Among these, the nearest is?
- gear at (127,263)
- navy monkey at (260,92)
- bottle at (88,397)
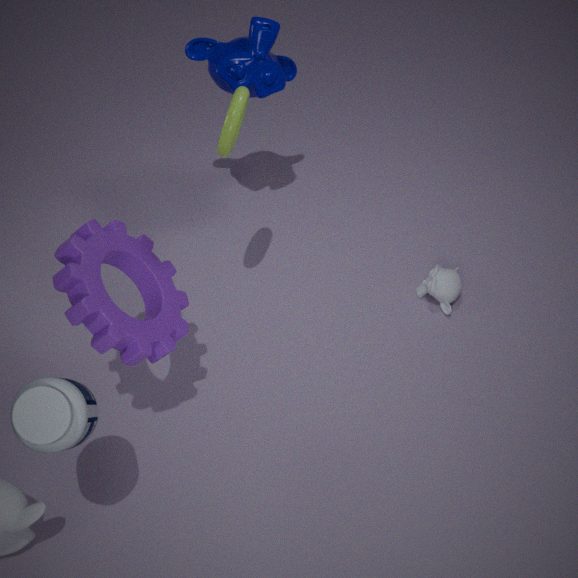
bottle at (88,397)
